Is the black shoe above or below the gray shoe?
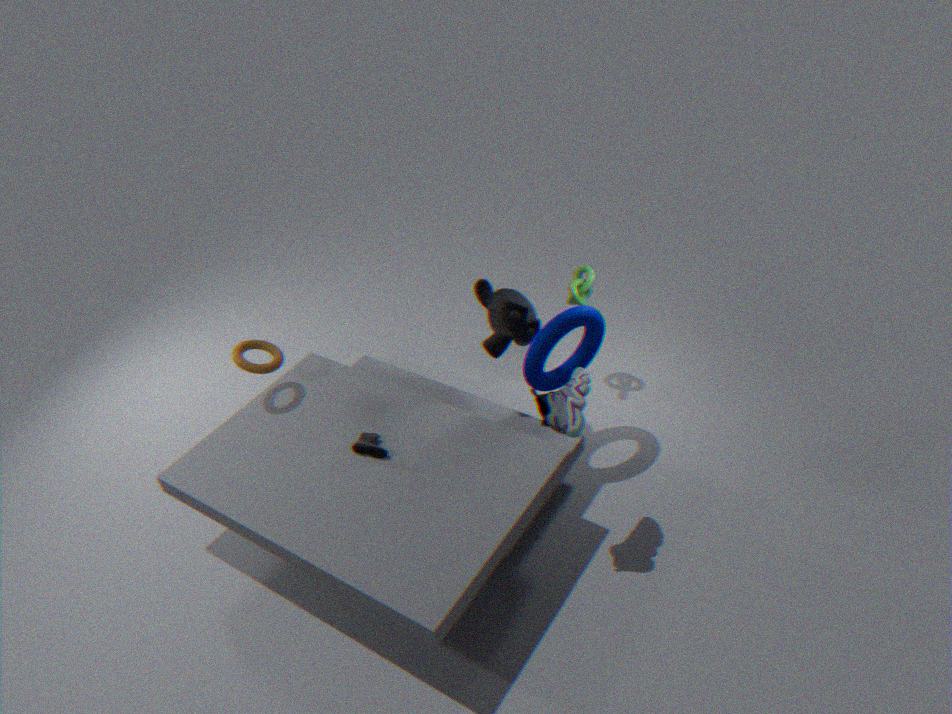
below
